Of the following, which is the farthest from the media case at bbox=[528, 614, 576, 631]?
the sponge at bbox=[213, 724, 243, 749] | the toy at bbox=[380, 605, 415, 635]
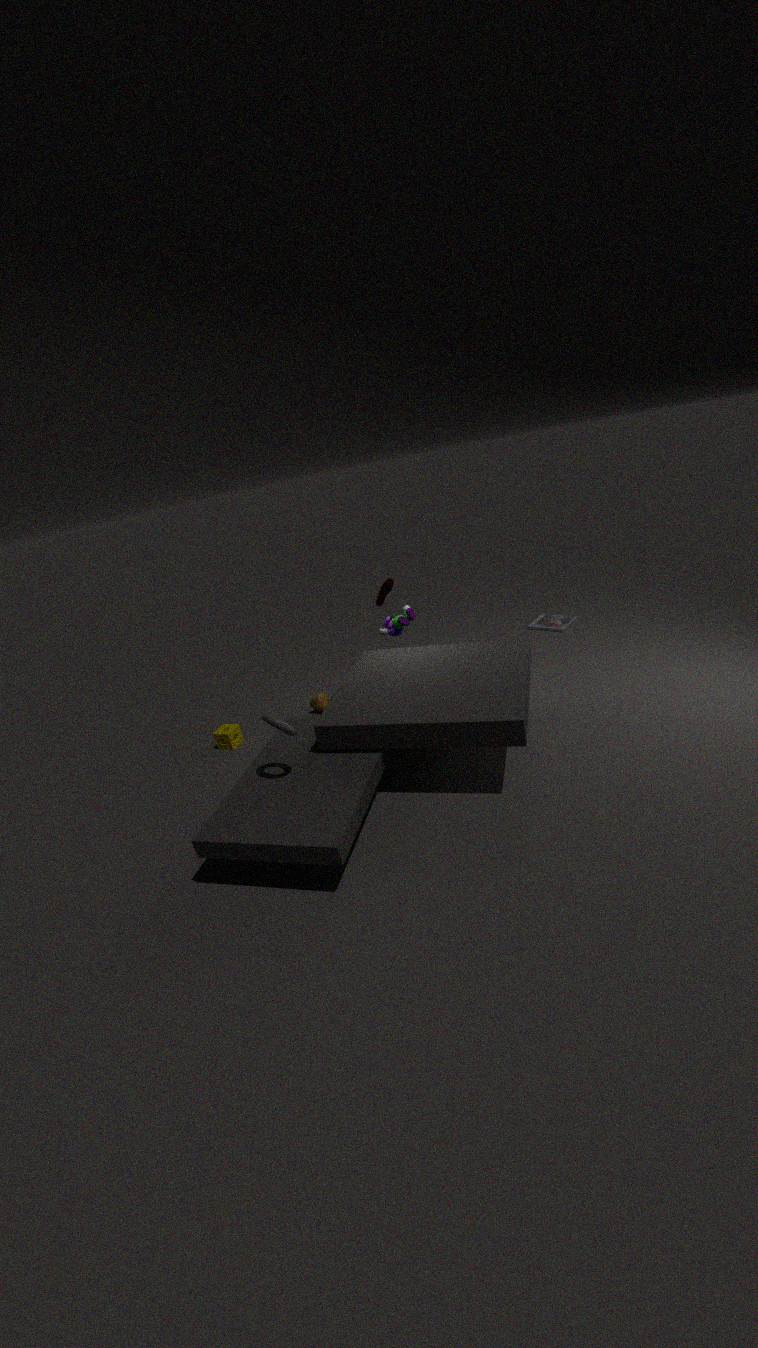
the sponge at bbox=[213, 724, 243, 749]
